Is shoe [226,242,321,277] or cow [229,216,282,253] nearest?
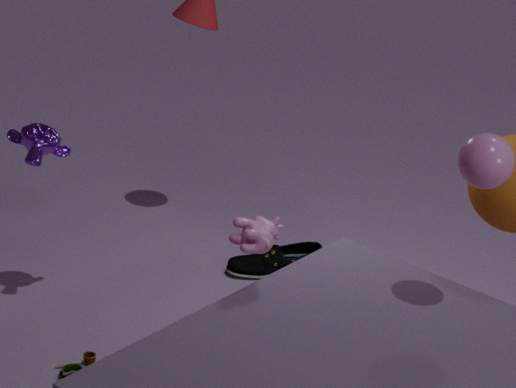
cow [229,216,282,253]
